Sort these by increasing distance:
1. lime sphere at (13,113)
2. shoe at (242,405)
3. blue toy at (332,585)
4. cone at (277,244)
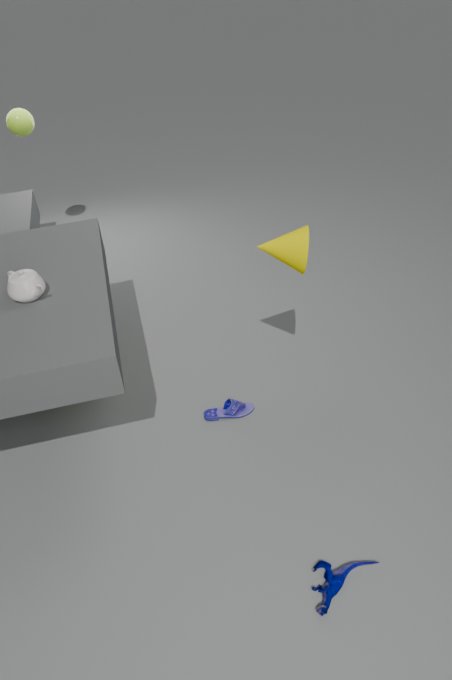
blue toy at (332,585)
cone at (277,244)
shoe at (242,405)
lime sphere at (13,113)
